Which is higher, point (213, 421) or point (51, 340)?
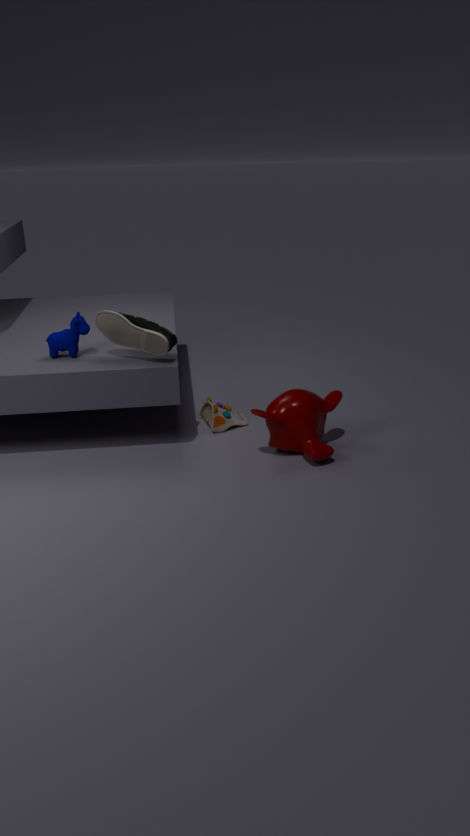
point (51, 340)
